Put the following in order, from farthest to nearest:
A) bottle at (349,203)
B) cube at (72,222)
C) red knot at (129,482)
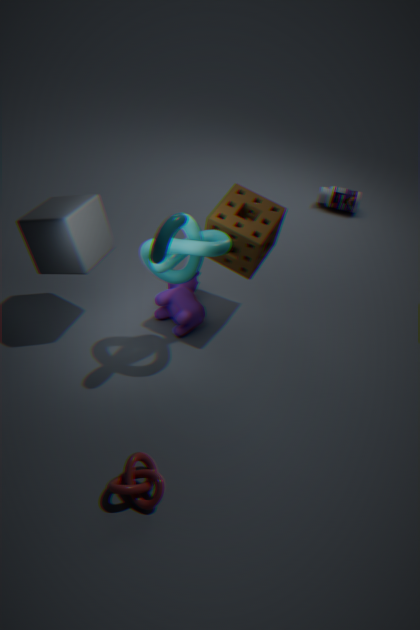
bottle at (349,203) < cube at (72,222) < red knot at (129,482)
